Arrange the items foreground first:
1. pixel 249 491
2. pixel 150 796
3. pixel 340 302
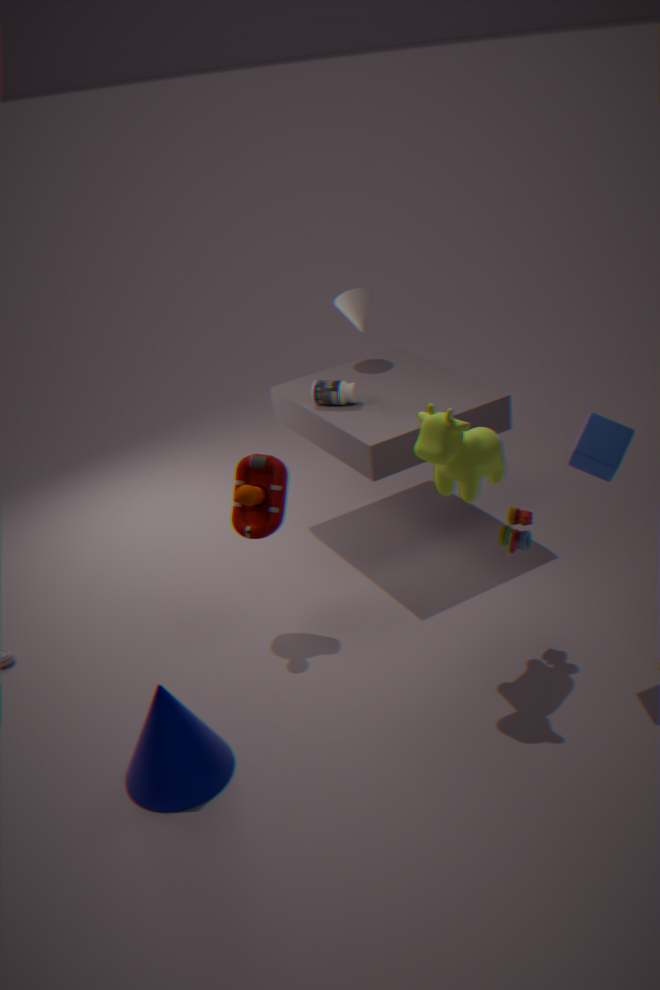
pixel 150 796 → pixel 249 491 → pixel 340 302
